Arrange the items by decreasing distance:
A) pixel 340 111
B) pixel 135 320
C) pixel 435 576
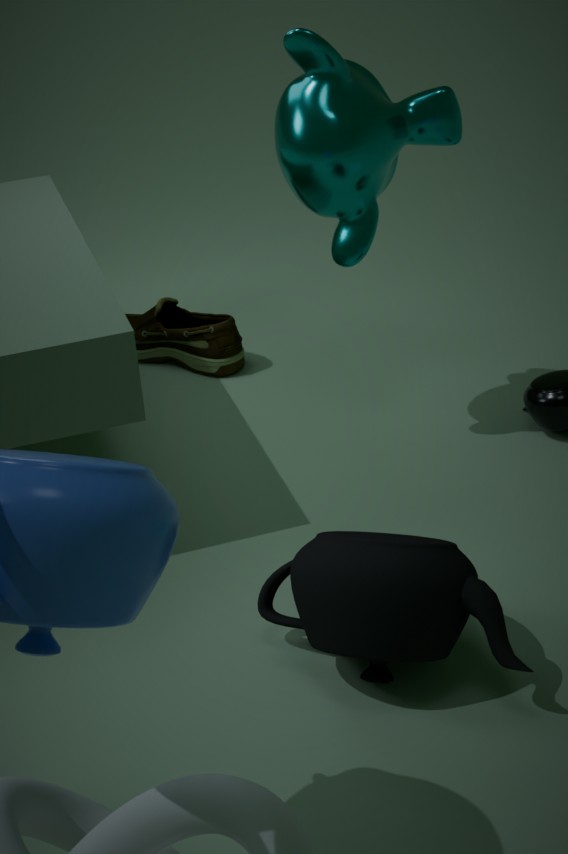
pixel 135 320 < pixel 340 111 < pixel 435 576
